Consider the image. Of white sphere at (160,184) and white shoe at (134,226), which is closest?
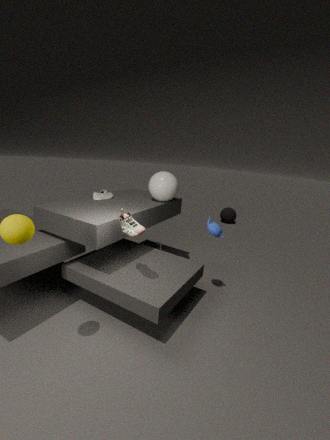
white shoe at (134,226)
